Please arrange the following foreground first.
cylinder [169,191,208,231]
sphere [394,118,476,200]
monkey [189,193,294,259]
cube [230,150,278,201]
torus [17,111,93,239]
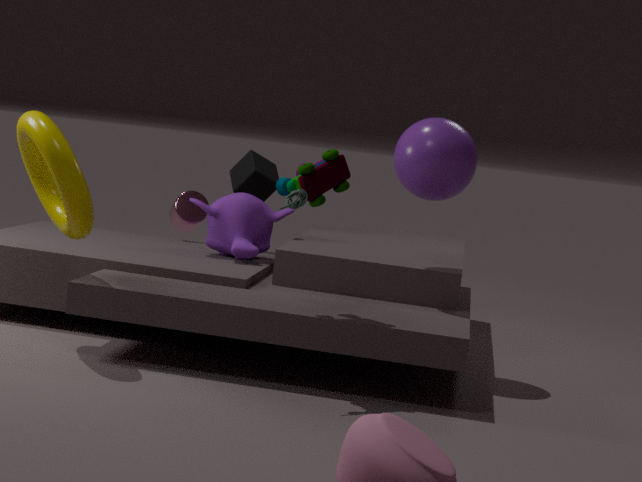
1. torus [17,111,93,239]
2. sphere [394,118,476,200]
3. monkey [189,193,294,259]
4. cube [230,150,278,201]
5. cylinder [169,191,208,231]
